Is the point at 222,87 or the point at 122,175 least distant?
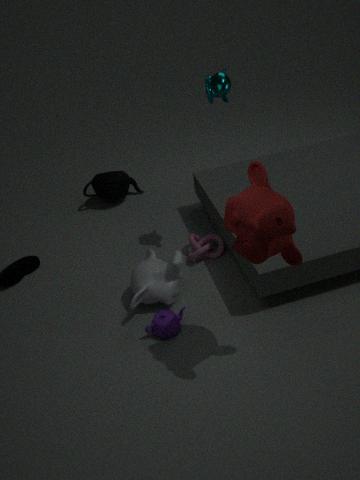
the point at 222,87
